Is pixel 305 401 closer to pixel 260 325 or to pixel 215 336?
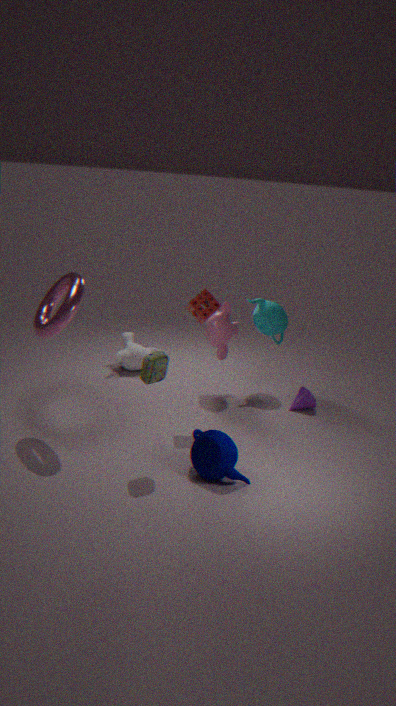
pixel 260 325
